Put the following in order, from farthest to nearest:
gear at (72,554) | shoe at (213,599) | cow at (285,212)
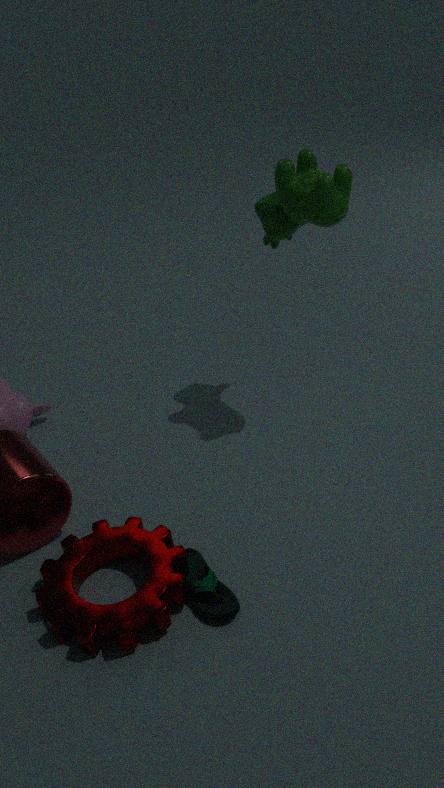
cow at (285,212), shoe at (213,599), gear at (72,554)
